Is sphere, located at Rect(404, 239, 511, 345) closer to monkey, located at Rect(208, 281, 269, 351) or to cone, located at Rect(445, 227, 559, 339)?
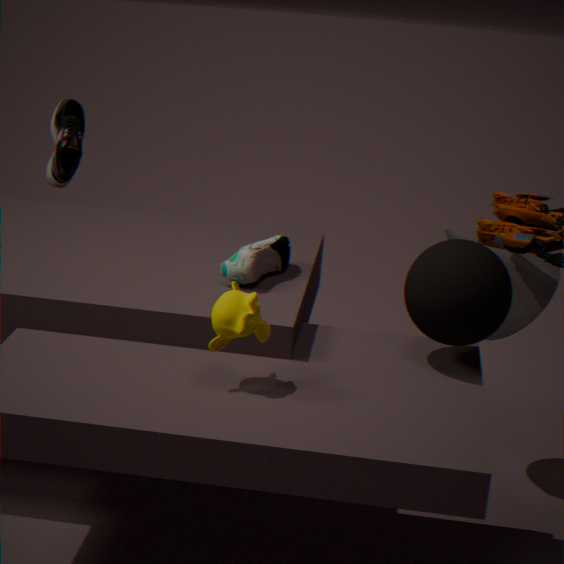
cone, located at Rect(445, 227, 559, 339)
